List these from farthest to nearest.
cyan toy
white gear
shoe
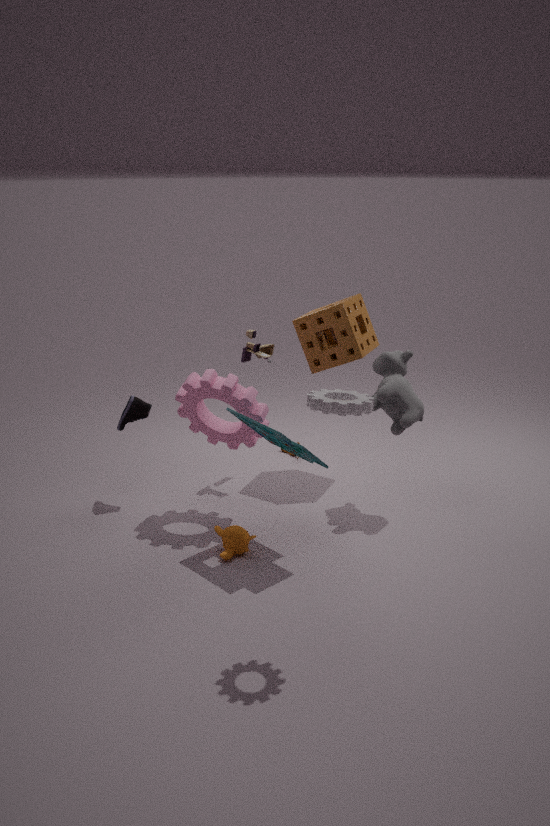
shoe, cyan toy, white gear
